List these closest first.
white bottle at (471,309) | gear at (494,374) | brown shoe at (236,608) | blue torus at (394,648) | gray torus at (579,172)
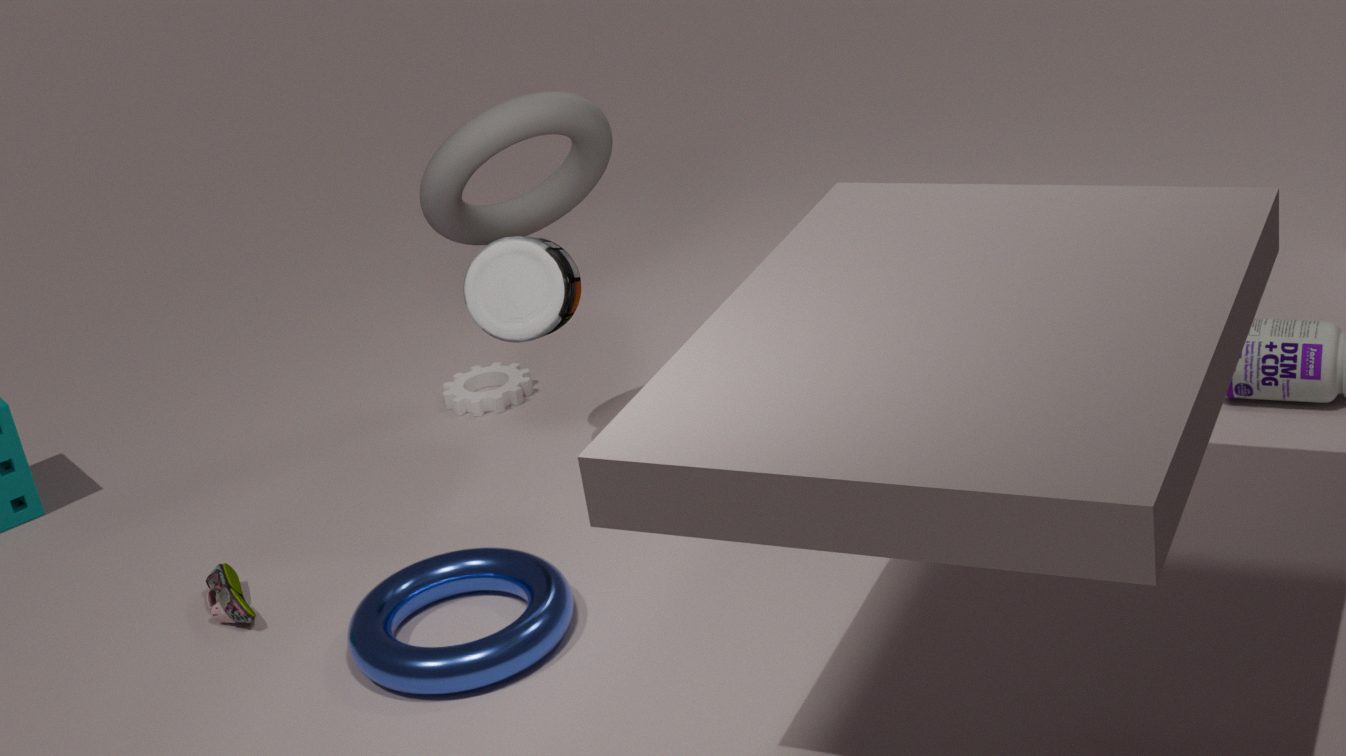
blue torus at (394,648) → brown shoe at (236,608) → white bottle at (471,309) → gray torus at (579,172) → gear at (494,374)
